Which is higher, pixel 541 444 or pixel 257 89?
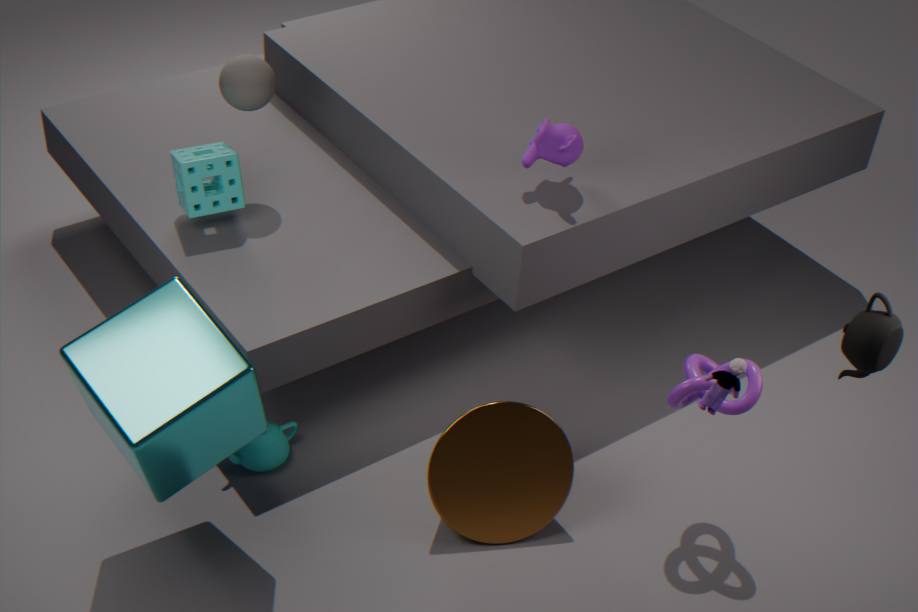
pixel 257 89
